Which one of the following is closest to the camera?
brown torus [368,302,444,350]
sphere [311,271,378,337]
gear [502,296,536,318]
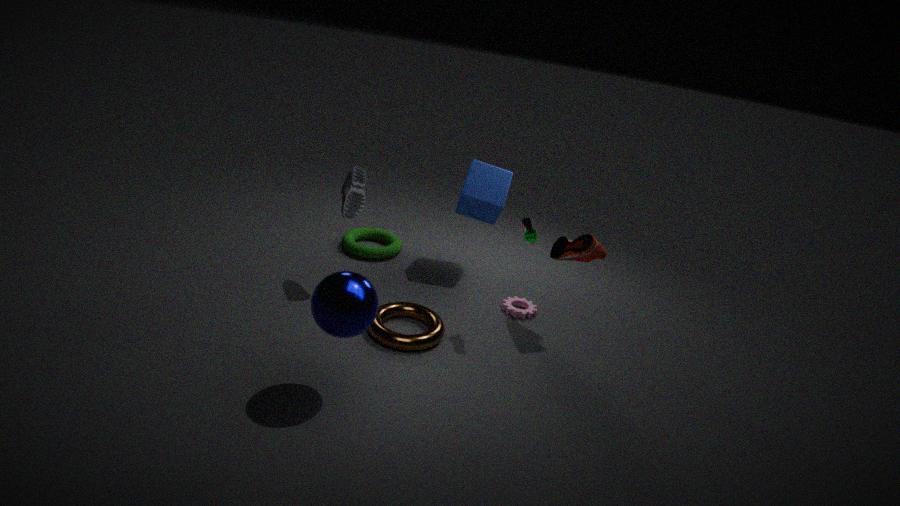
sphere [311,271,378,337]
